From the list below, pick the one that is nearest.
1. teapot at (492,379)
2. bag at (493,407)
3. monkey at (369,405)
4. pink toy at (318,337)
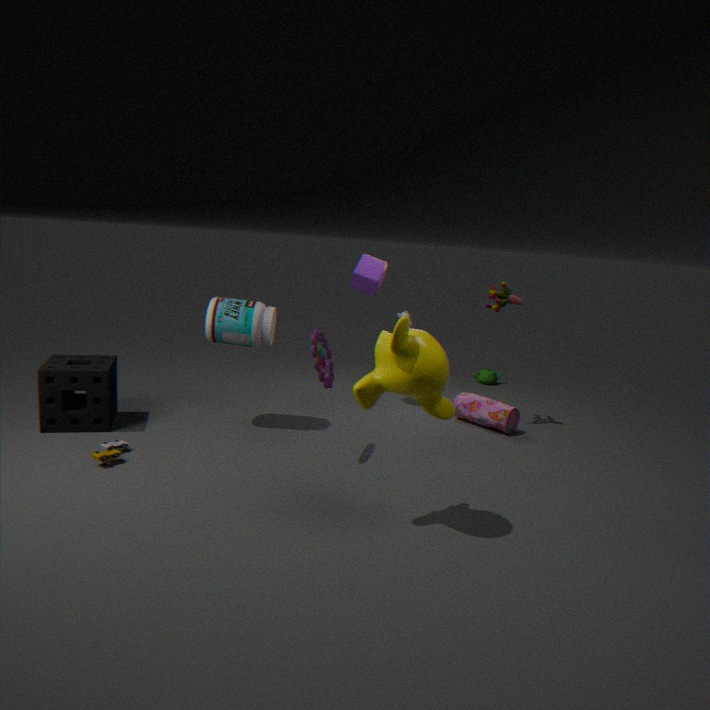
monkey at (369,405)
